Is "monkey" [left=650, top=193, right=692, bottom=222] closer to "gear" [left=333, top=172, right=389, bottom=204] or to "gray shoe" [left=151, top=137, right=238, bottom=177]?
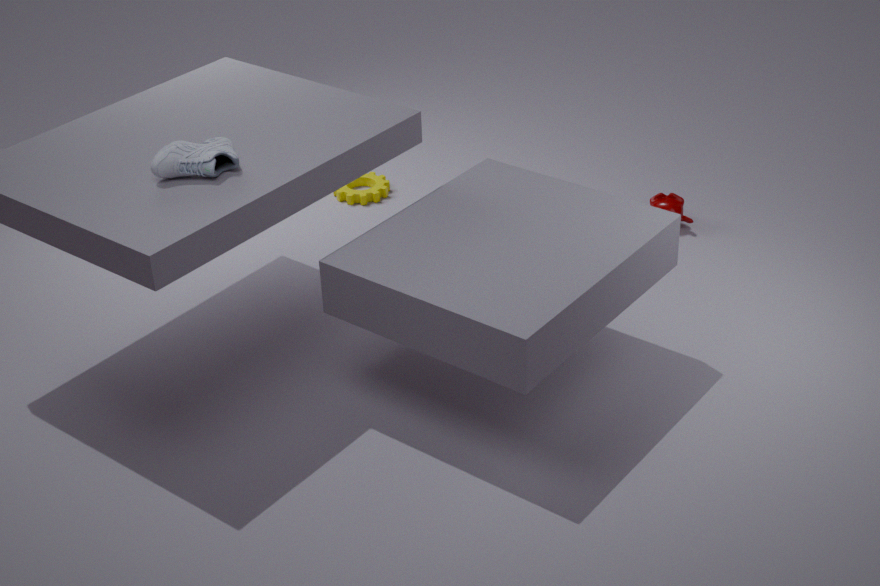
"gear" [left=333, top=172, right=389, bottom=204]
